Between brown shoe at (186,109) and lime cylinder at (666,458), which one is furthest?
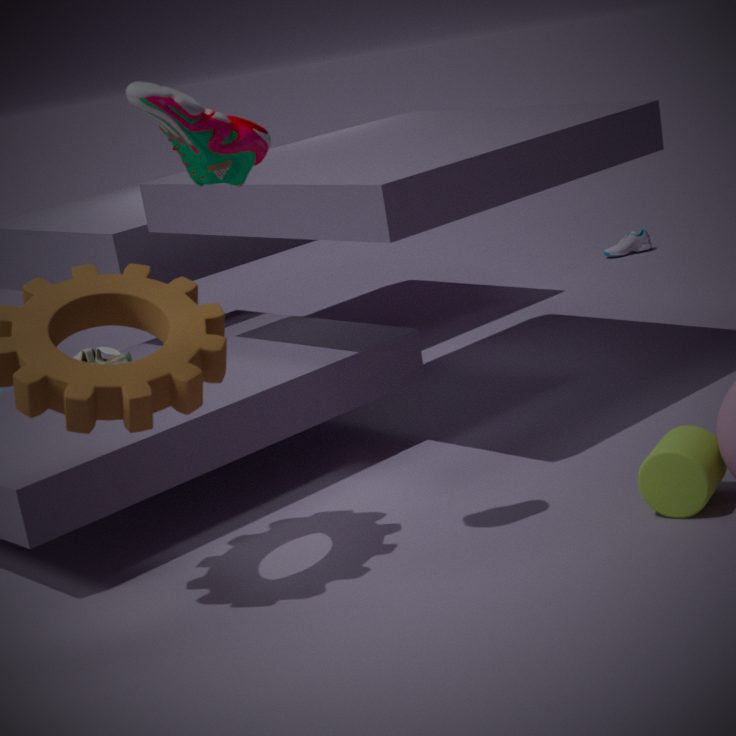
lime cylinder at (666,458)
